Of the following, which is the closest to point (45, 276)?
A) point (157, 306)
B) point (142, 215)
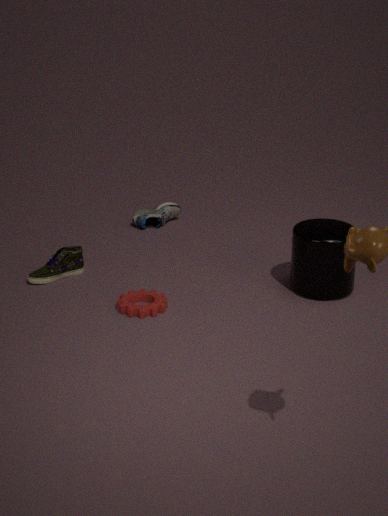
point (157, 306)
